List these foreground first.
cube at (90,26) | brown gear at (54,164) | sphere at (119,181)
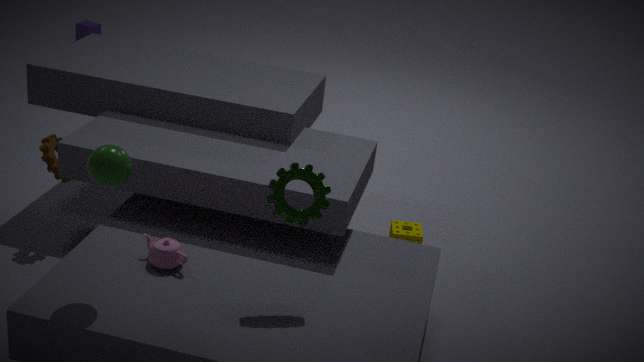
sphere at (119,181)
brown gear at (54,164)
cube at (90,26)
